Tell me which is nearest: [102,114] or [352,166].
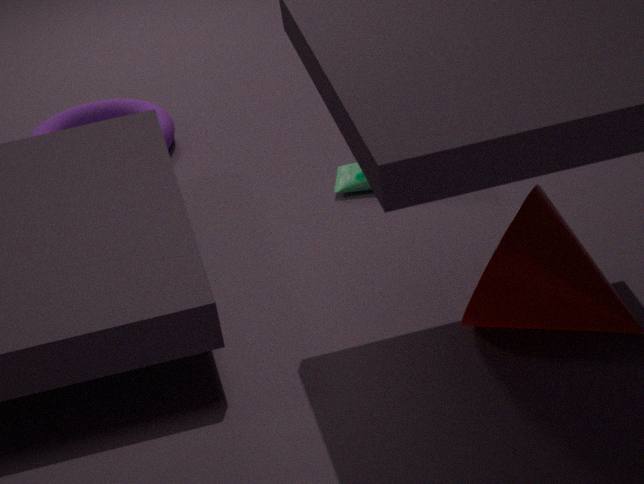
[352,166]
